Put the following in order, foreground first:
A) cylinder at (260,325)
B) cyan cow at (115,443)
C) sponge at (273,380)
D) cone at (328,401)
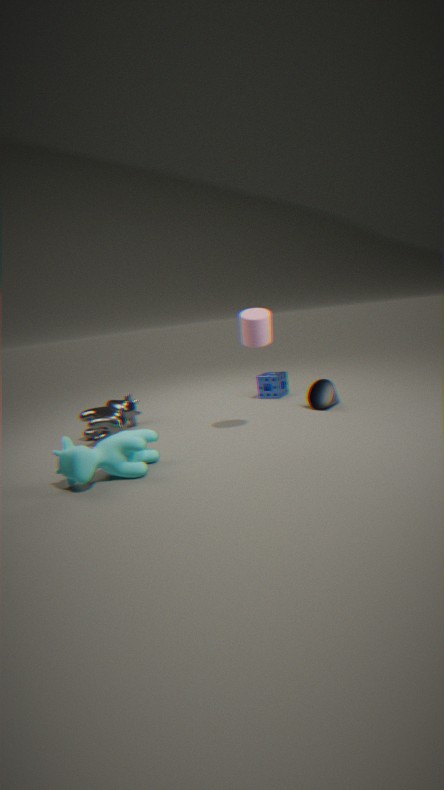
1. cyan cow at (115,443)
2. cylinder at (260,325)
3. cone at (328,401)
4. sponge at (273,380)
